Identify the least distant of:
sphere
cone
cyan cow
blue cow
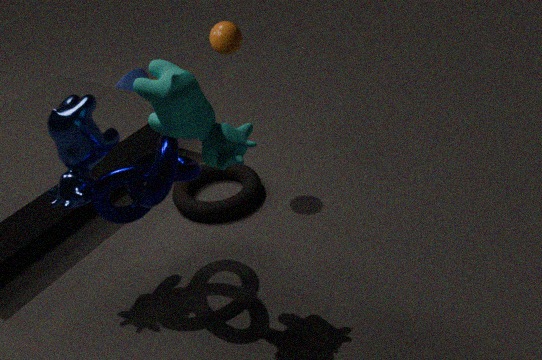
cyan cow
